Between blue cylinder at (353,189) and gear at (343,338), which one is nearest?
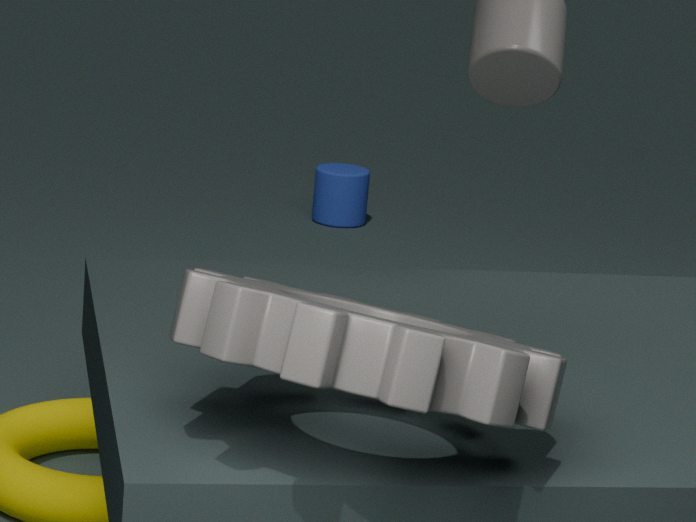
gear at (343,338)
